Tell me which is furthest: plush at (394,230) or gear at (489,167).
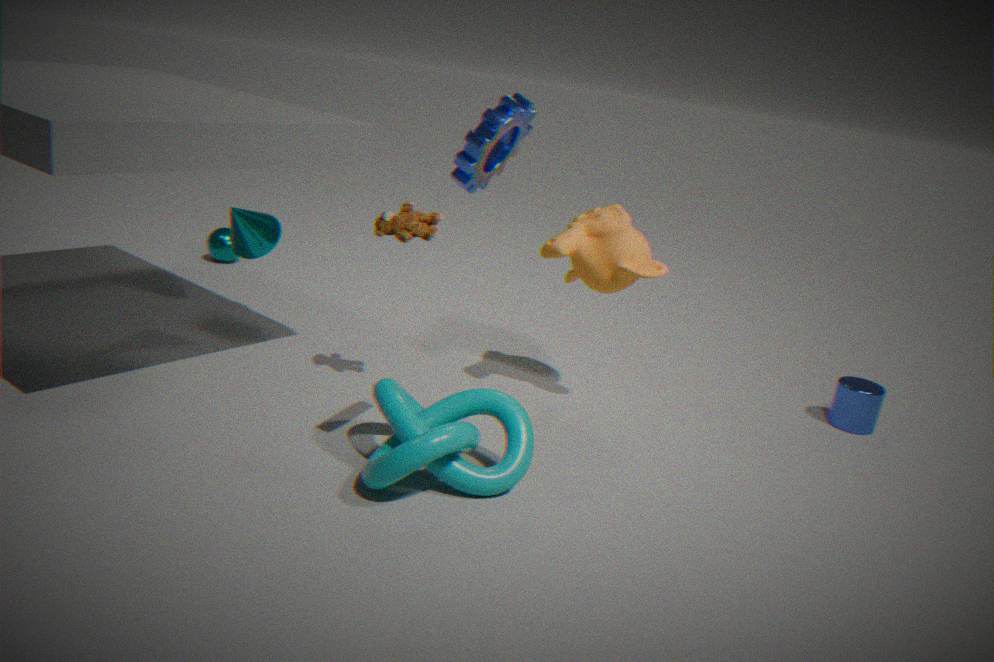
plush at (394,230)
